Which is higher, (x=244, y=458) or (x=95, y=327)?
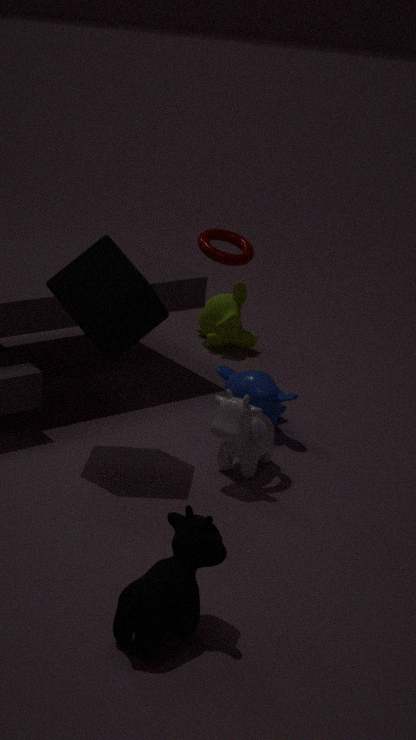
(x=95, y=327)
